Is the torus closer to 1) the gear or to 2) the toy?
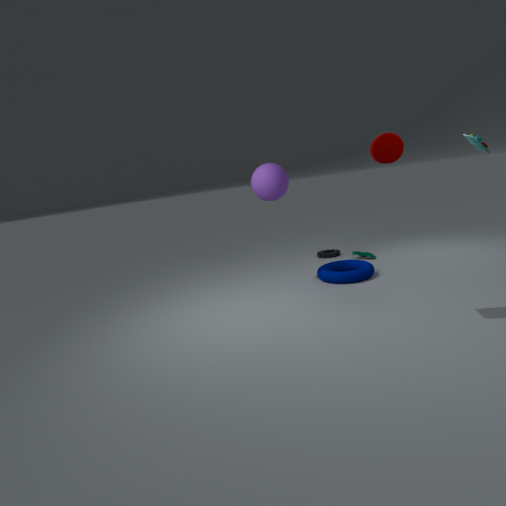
1) the gear
